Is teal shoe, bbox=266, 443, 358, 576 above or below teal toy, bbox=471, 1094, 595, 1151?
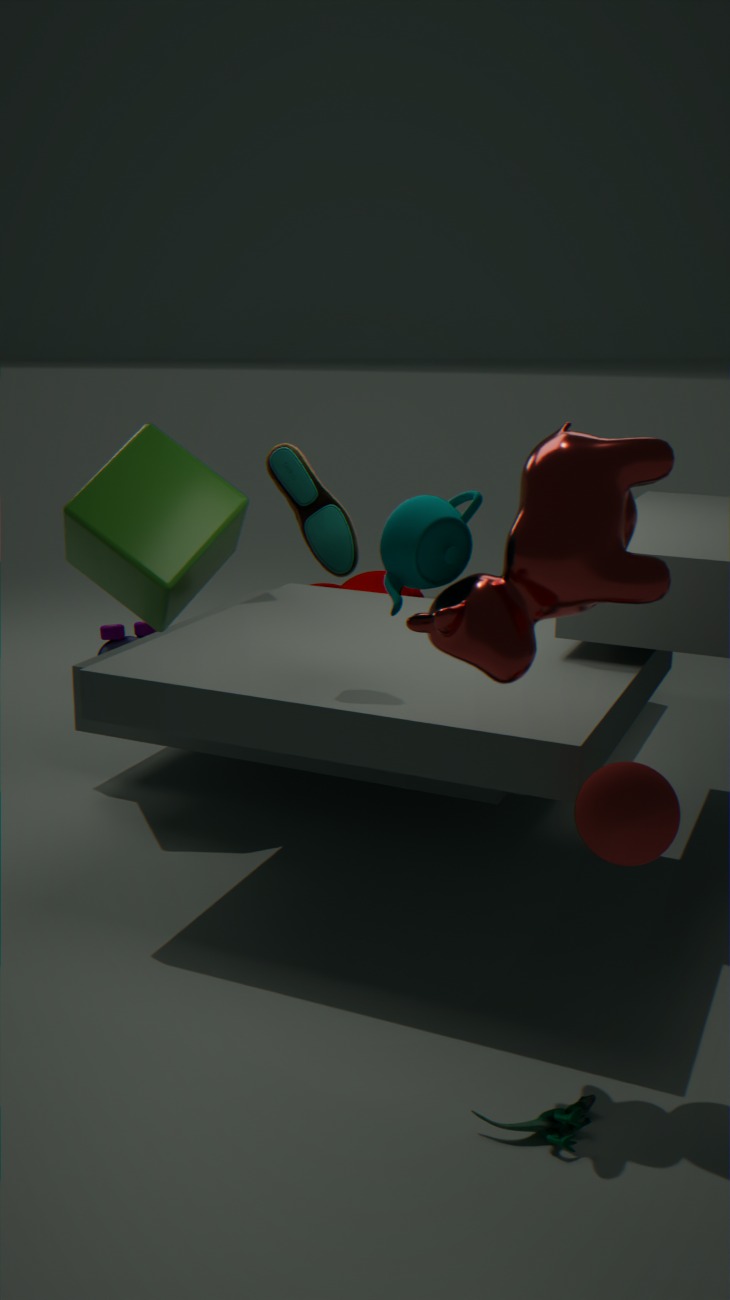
above
